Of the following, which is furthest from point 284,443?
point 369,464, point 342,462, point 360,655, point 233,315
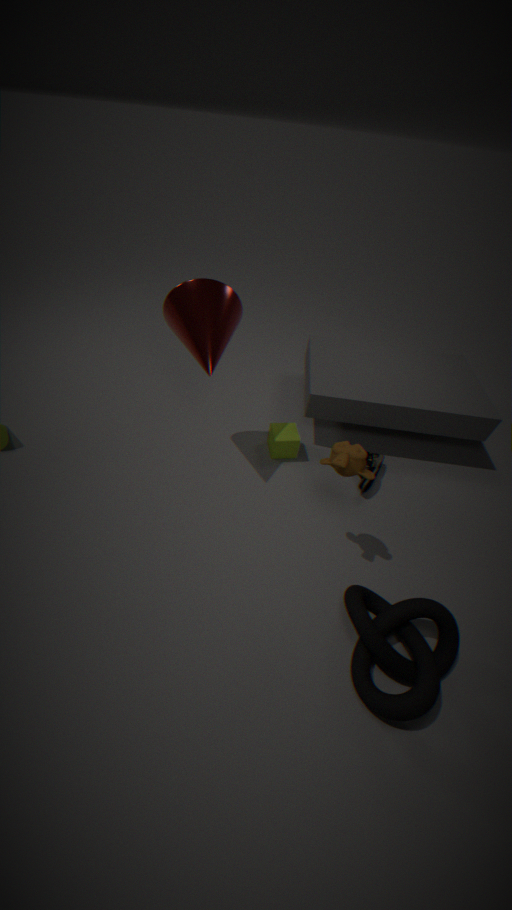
point 360,655
